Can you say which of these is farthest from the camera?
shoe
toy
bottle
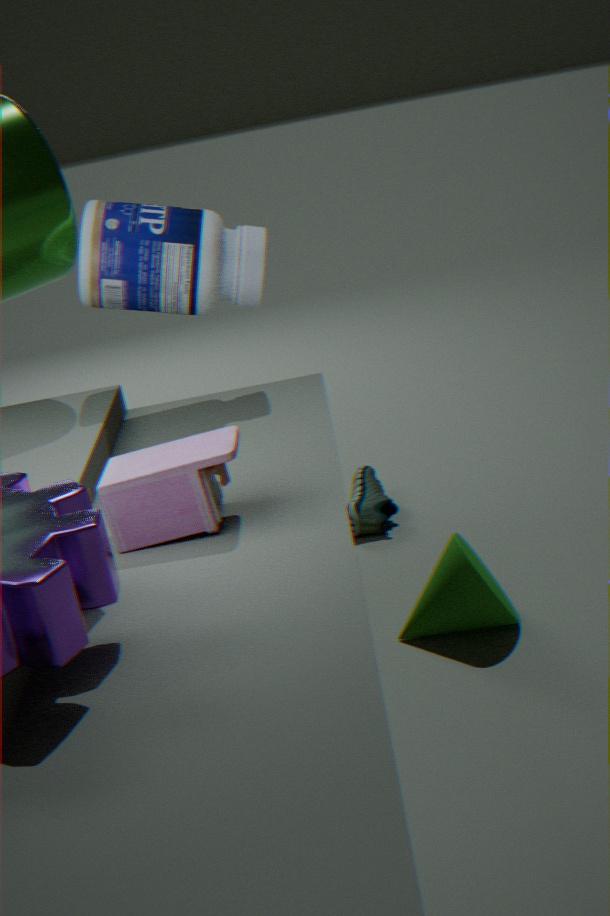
shoe
